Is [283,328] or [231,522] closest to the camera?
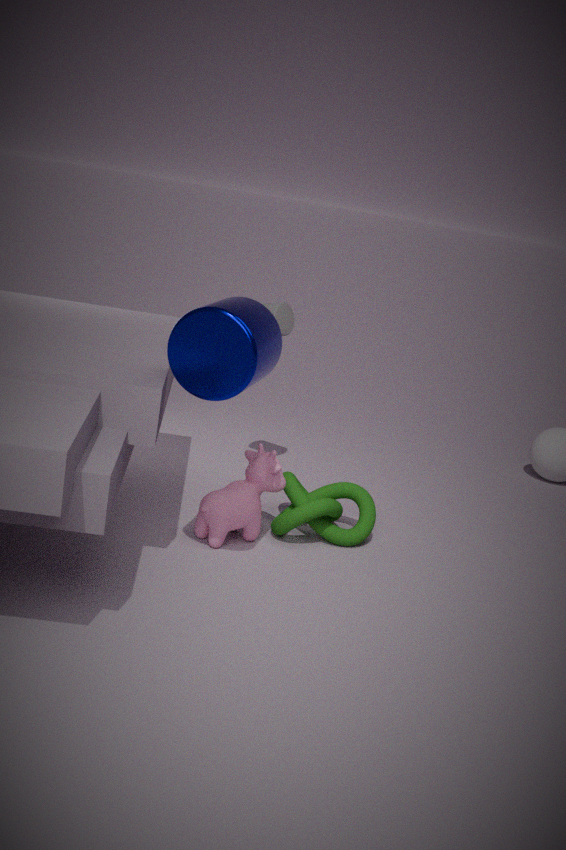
[231,522]
